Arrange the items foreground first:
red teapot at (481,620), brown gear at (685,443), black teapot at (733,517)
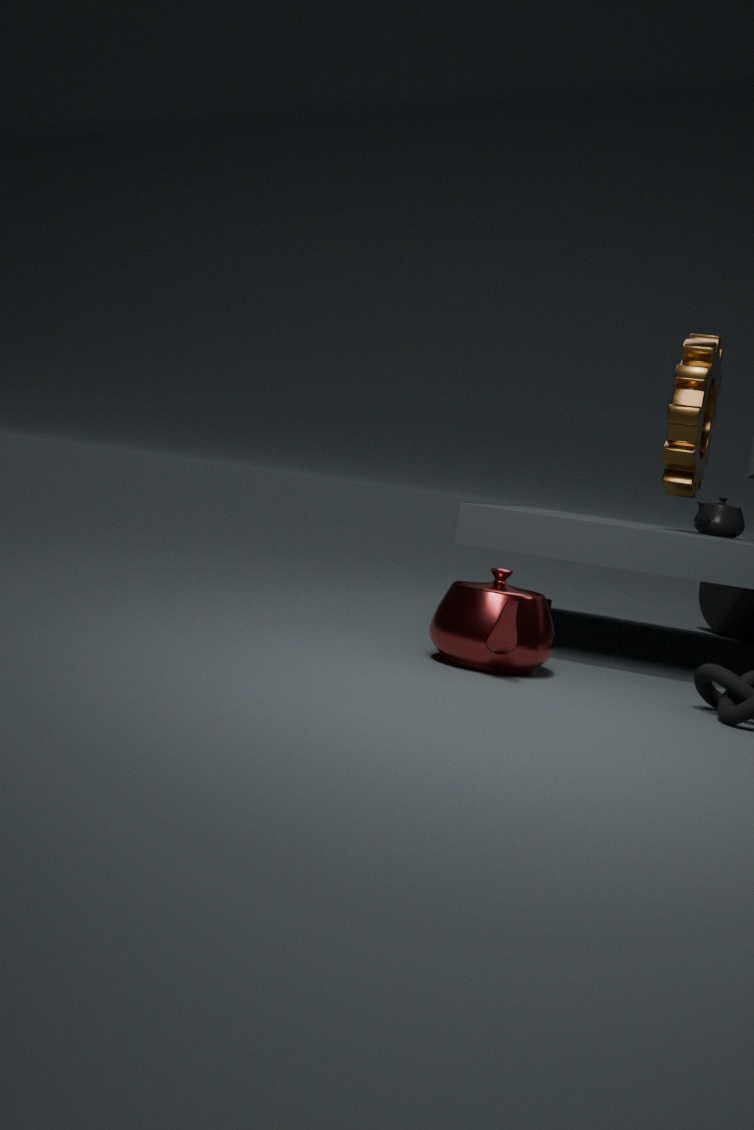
red teapot at (481,620) < brown gear at (685,443) < black teapot at (733,517)
